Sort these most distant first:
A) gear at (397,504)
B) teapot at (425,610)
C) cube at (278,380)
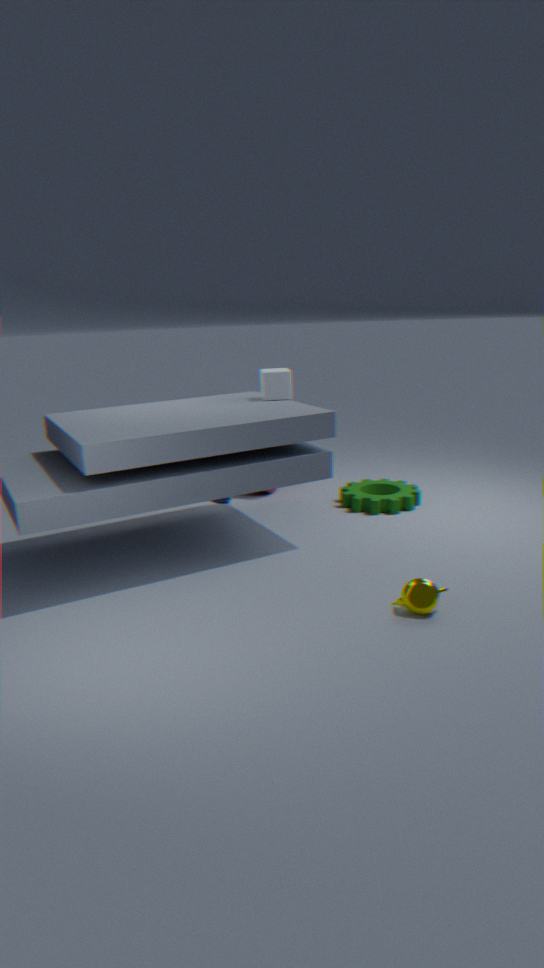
gear at (397,504)
cube at (278,380)
teapot at (425,610)
